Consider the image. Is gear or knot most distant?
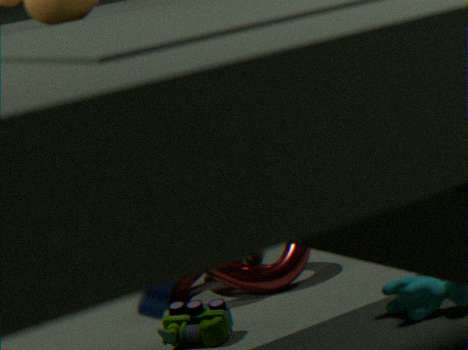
knot
